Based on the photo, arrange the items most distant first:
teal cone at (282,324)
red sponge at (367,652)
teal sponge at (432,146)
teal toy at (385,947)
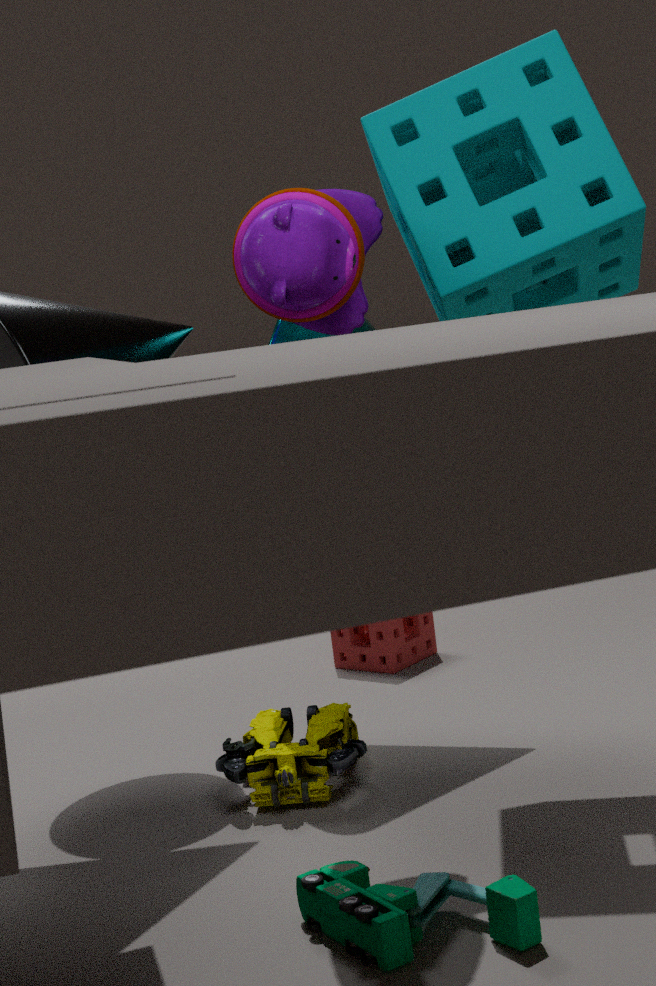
1. red sponge at (367,652)
2. teal cone at (282,324)
3. teal sponge at (432,146)
4. teal toy at (385,947)
